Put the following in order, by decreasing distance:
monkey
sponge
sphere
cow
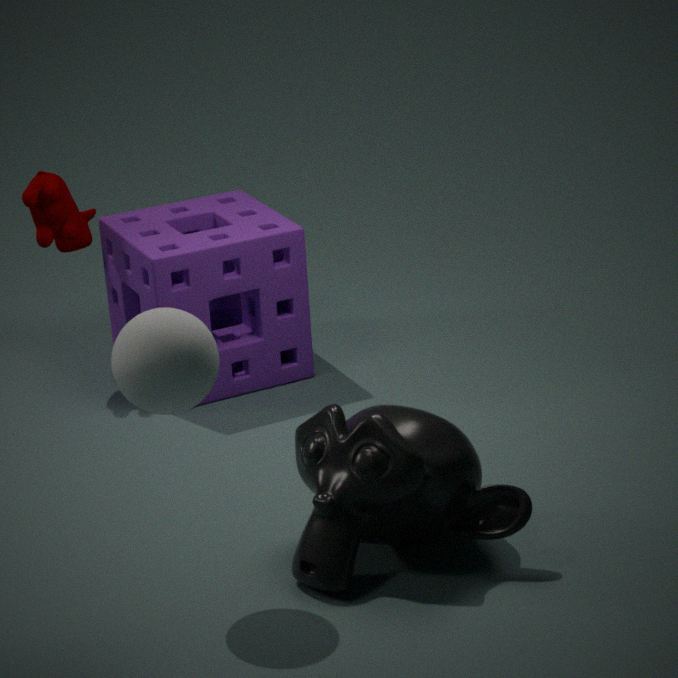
cow < sponge < monkey < sphere
